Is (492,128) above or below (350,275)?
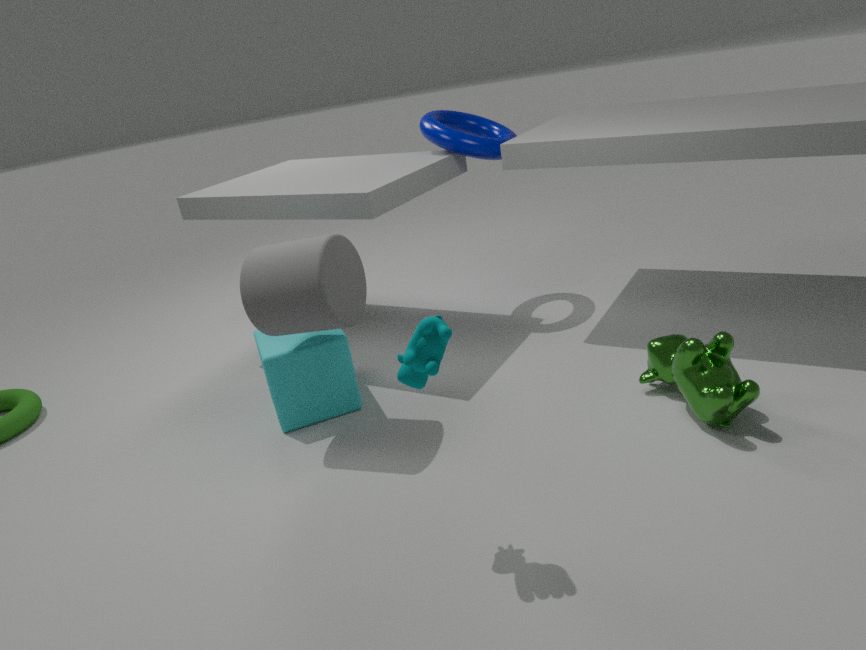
above
